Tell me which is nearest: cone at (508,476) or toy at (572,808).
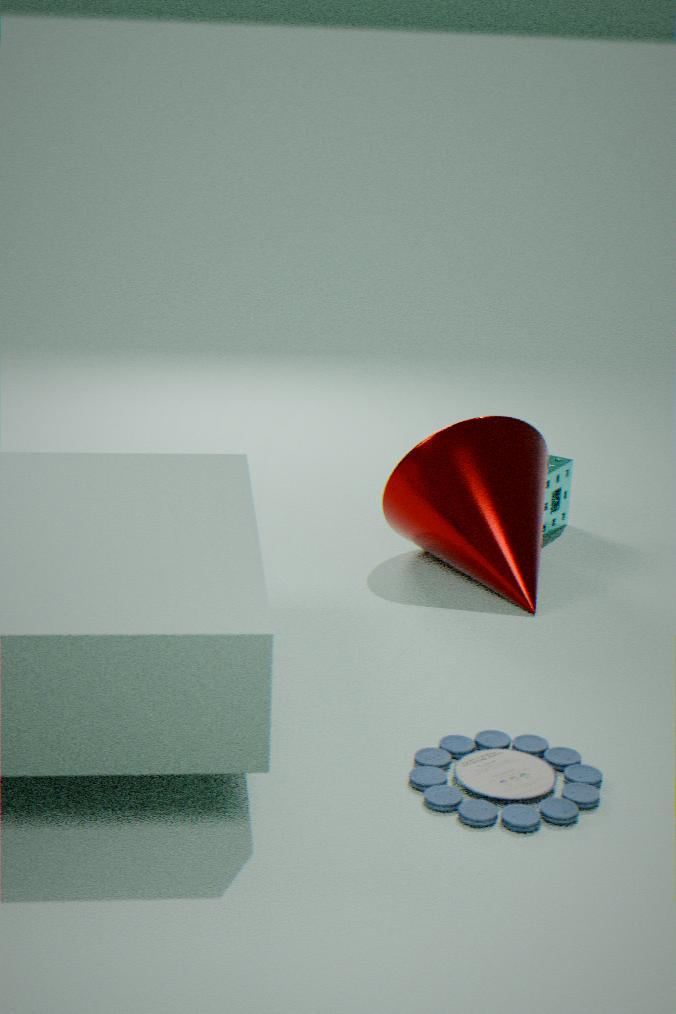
toy at (572,808)
